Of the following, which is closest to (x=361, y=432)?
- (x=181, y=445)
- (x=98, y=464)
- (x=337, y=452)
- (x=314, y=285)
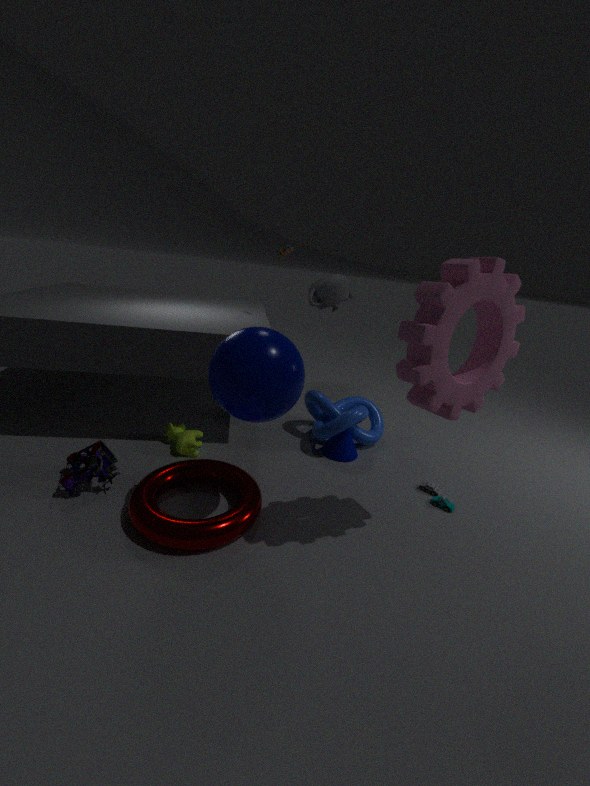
(x=337, y=452)
